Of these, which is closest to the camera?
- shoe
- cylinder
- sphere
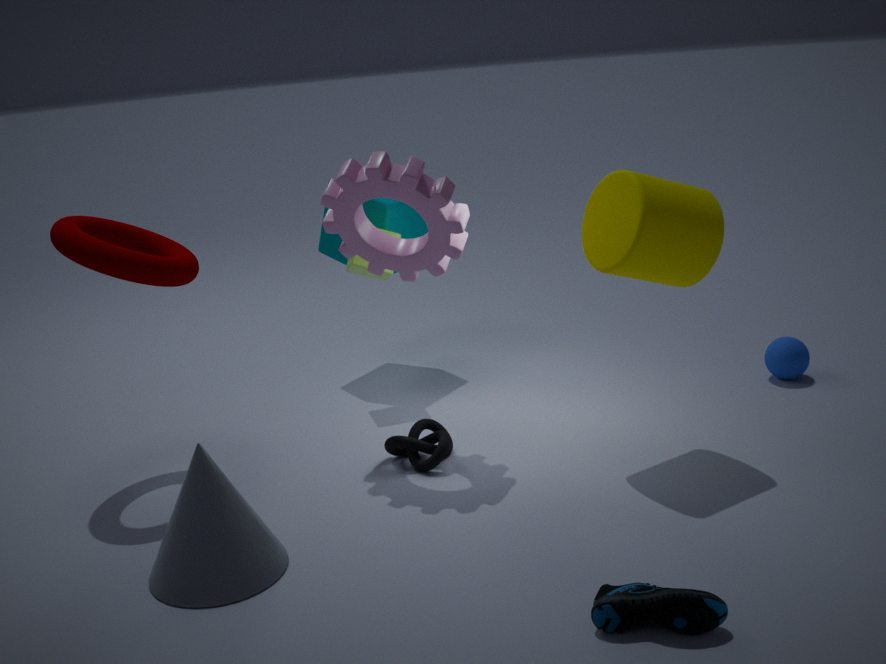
shoe
